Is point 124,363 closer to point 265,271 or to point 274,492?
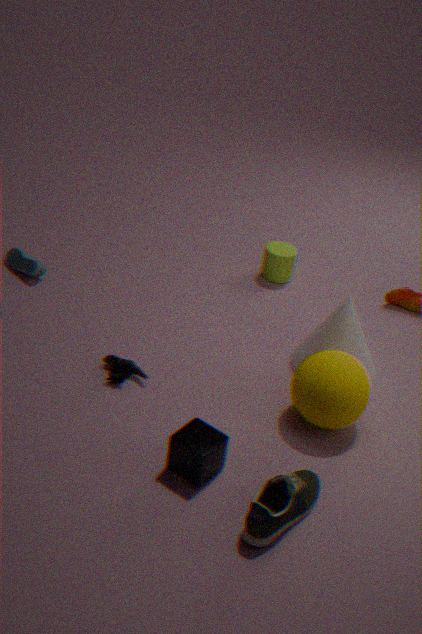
point 274,492
